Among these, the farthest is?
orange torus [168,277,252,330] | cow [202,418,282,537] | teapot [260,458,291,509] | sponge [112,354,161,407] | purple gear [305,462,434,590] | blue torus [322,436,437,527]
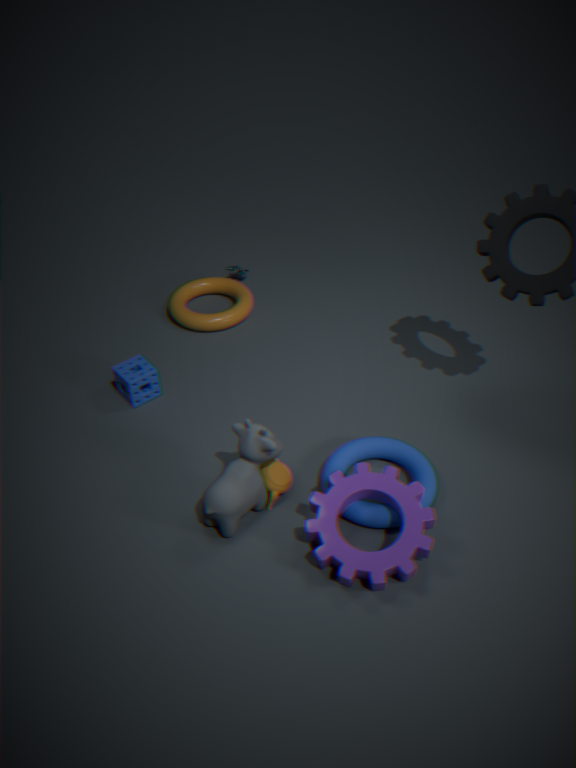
orange torus [168,277,252,330]
